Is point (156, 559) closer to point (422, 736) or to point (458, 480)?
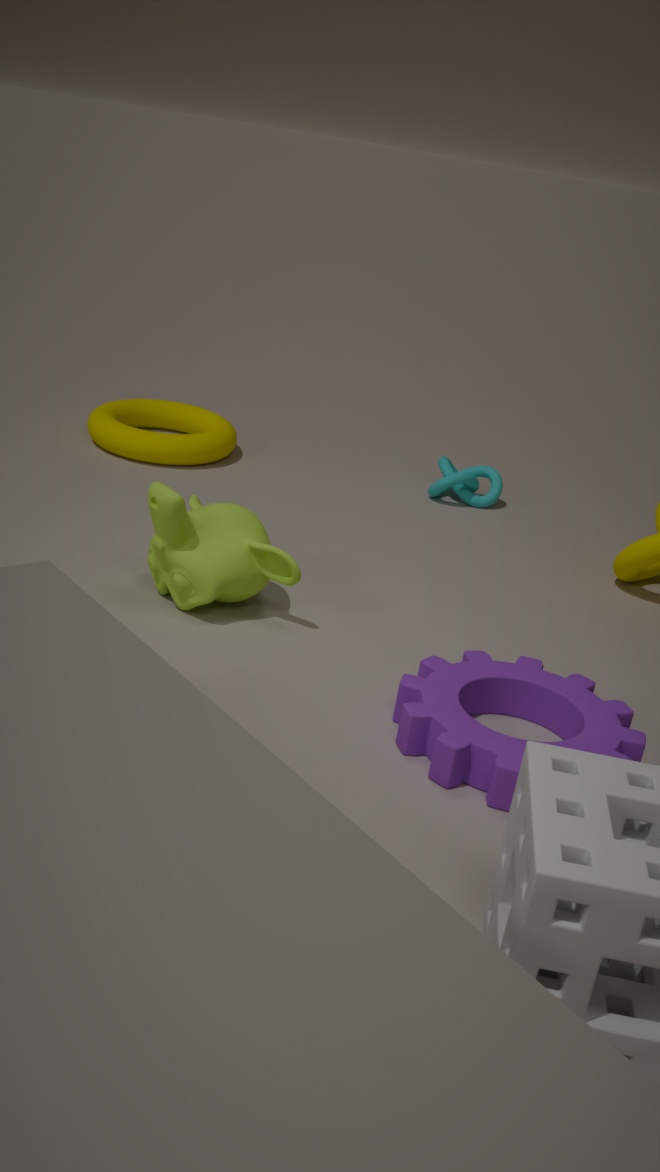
point (422, 736)
